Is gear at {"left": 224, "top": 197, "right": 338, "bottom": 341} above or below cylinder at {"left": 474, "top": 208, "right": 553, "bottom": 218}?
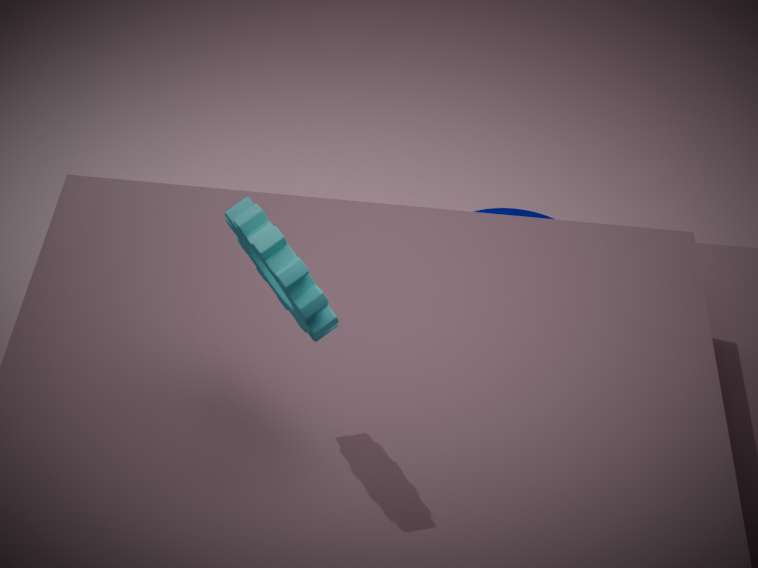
above
